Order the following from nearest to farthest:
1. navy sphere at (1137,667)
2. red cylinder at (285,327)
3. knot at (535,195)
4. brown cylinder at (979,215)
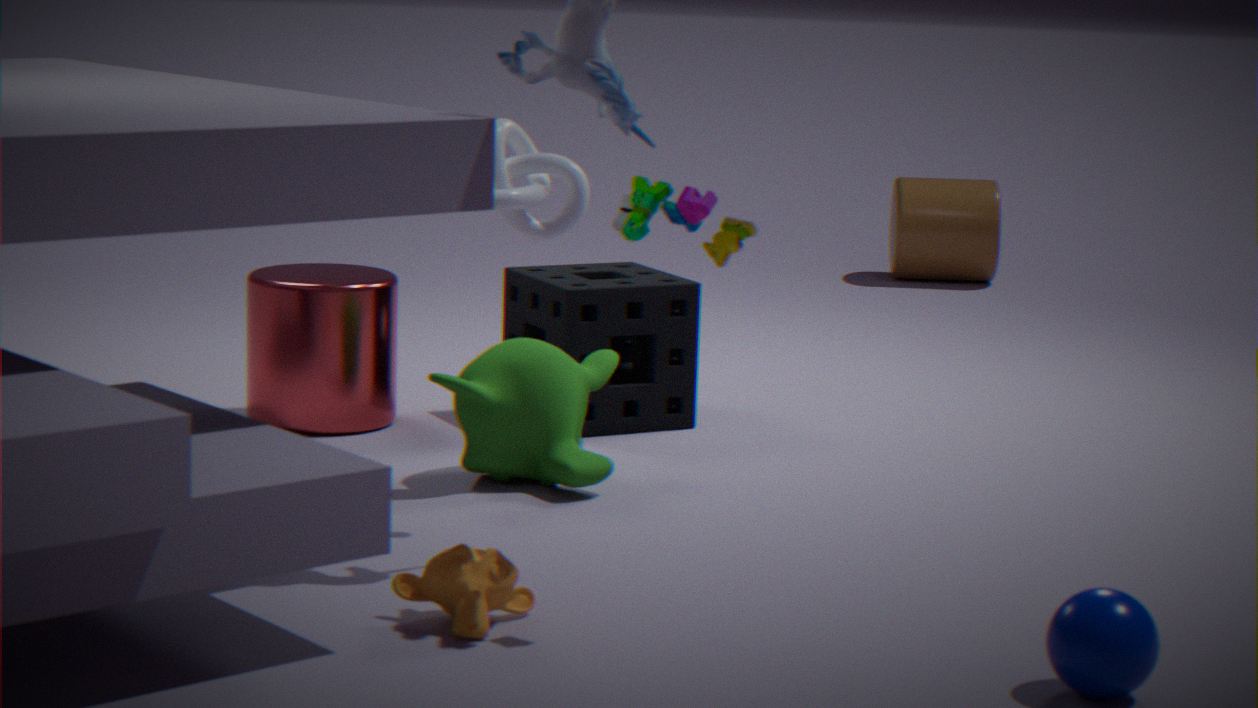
1. navy sphere at (1137,667)
2. knot at (535,195)
3. red cylinder at (285,327)
4. brown cylinder at (979,215)
